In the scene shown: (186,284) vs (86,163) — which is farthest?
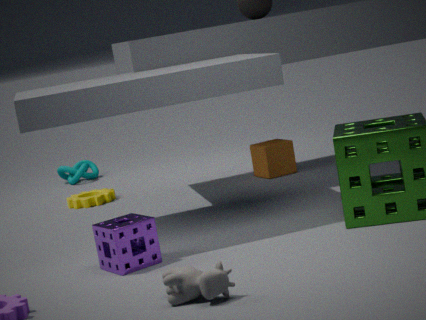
(86,163)
